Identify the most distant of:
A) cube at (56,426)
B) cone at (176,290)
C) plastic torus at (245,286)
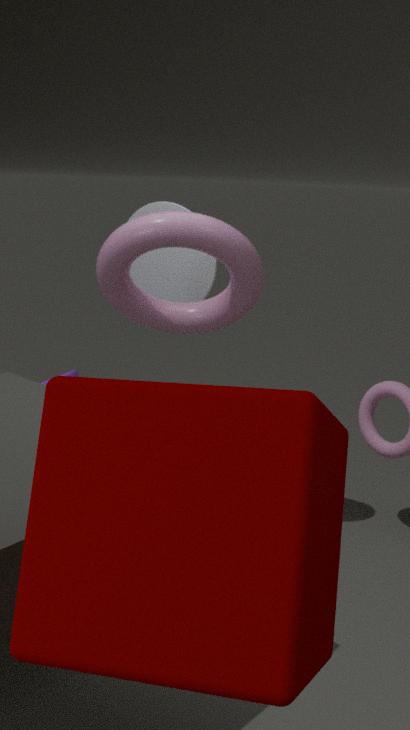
cone at (176,290)
